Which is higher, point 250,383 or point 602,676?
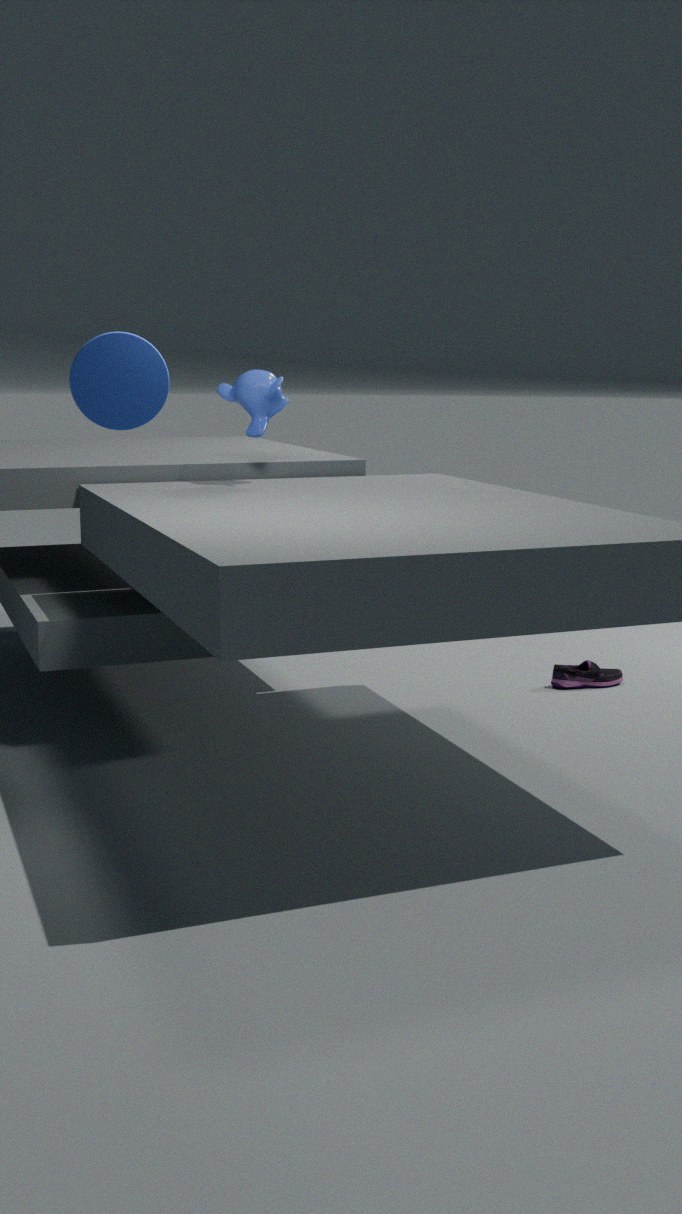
point 250,383
